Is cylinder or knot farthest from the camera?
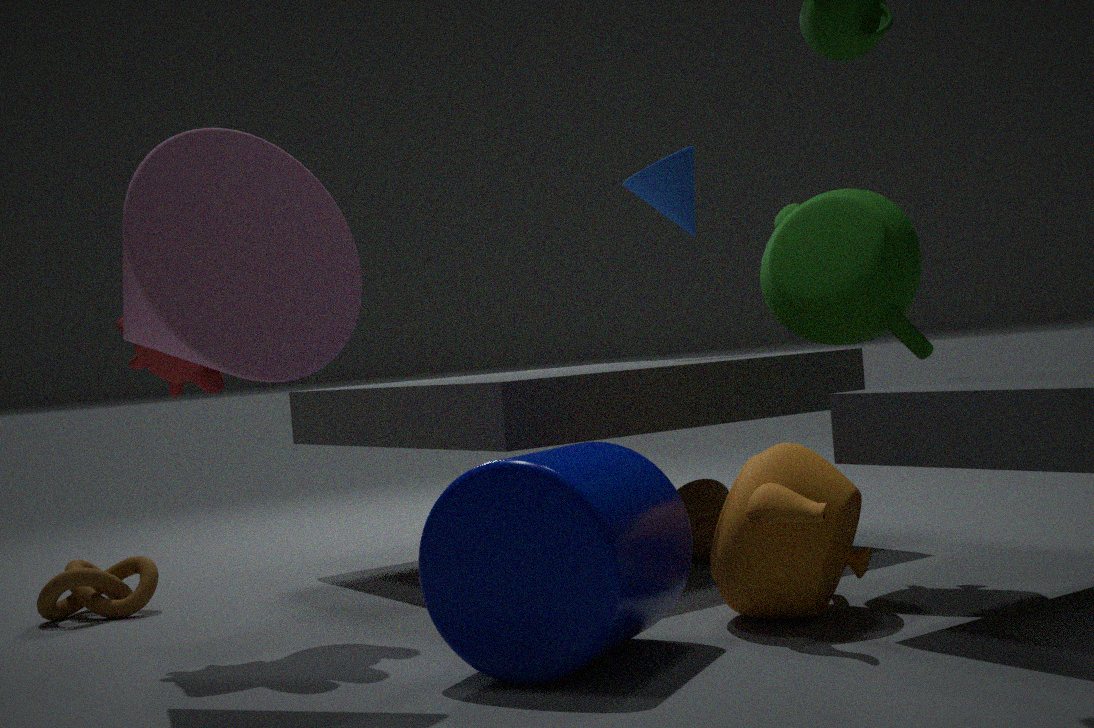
knot
